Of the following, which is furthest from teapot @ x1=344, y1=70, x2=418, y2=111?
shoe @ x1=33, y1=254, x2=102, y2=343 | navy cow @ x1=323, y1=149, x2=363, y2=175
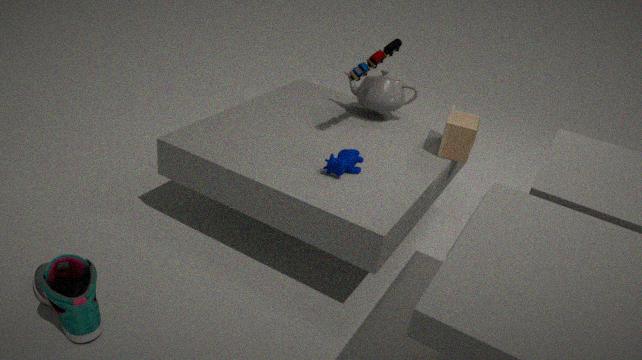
shoe @ x1=33, y1=254, x2=102, y2=343
